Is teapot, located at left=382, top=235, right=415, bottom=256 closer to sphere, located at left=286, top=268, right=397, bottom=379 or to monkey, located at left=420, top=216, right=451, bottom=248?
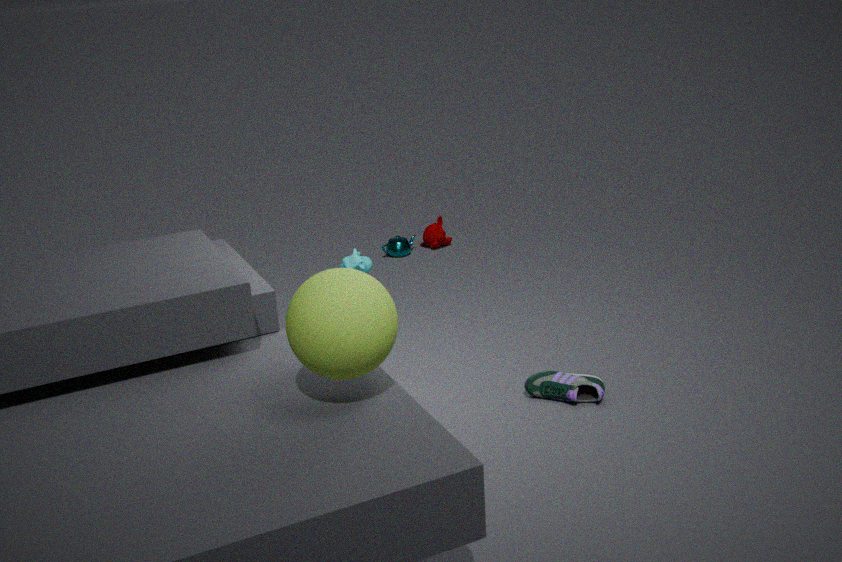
monkey, located at left=420, top=216, right=451, bottom=248
